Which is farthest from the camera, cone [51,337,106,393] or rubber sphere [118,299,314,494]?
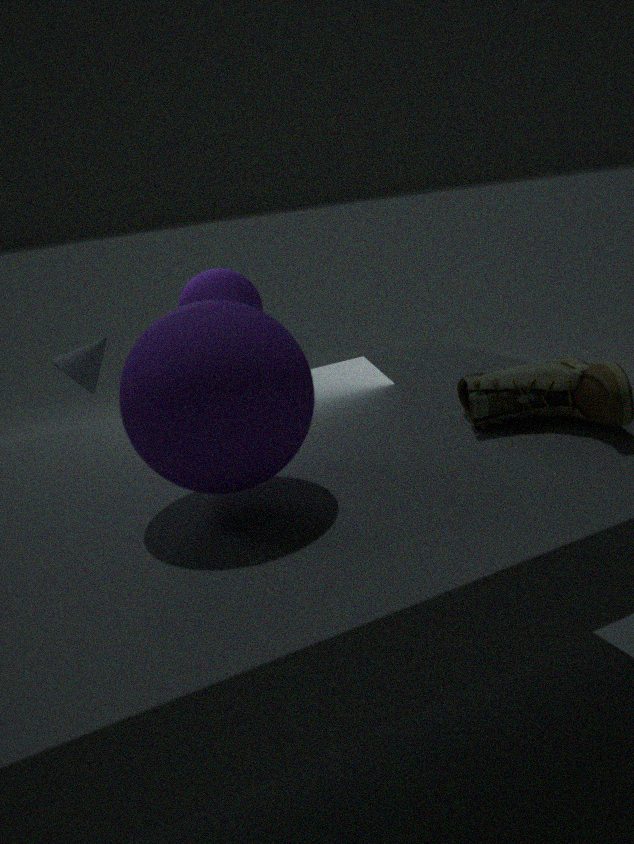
cone [51,337,106,393]
